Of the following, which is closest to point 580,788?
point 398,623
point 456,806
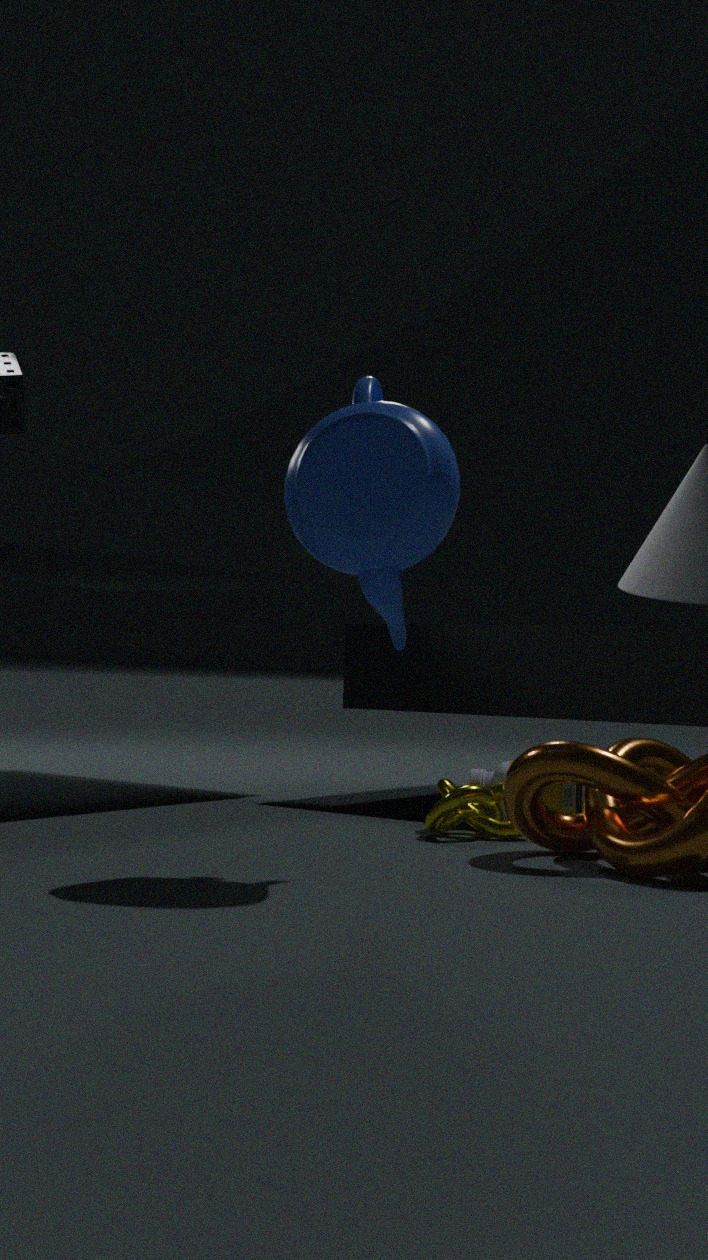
point 456,806
